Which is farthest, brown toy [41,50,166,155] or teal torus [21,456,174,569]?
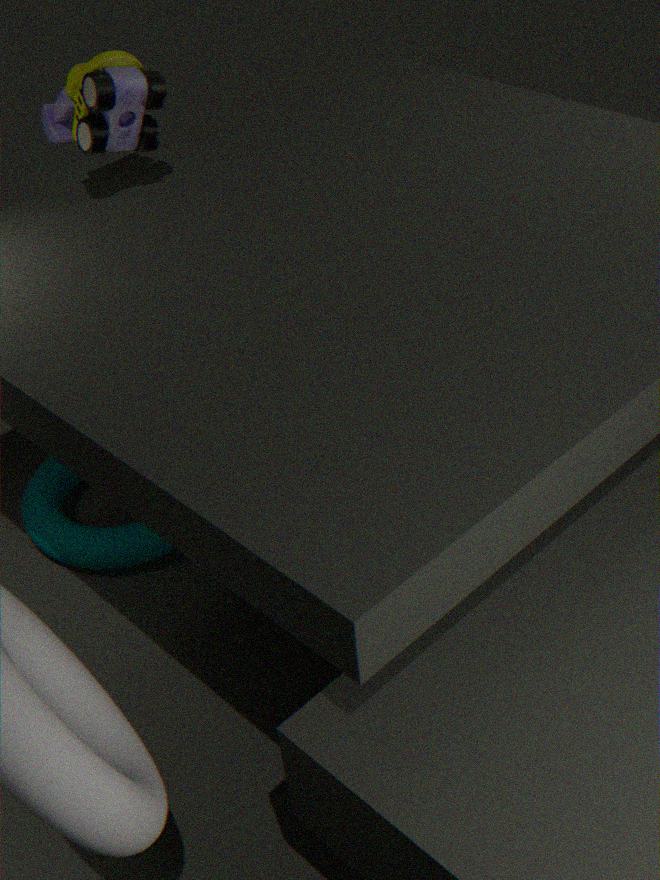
teal torus [21,456,174,569]
